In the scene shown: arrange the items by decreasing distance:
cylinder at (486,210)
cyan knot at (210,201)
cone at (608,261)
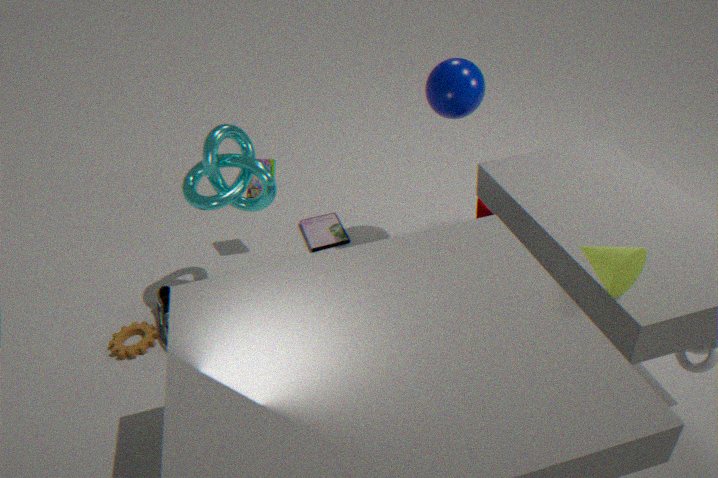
1. cylinder at (486,210)
2. cyan knot at (210,201)
3. cone at (608,261)
